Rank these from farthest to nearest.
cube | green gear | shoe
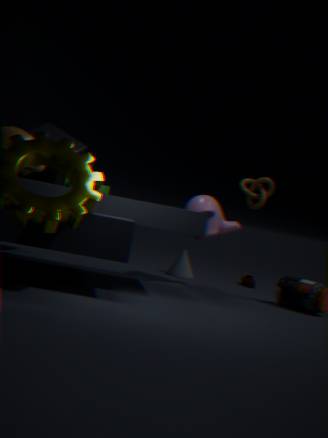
shoe < cube < green gear
